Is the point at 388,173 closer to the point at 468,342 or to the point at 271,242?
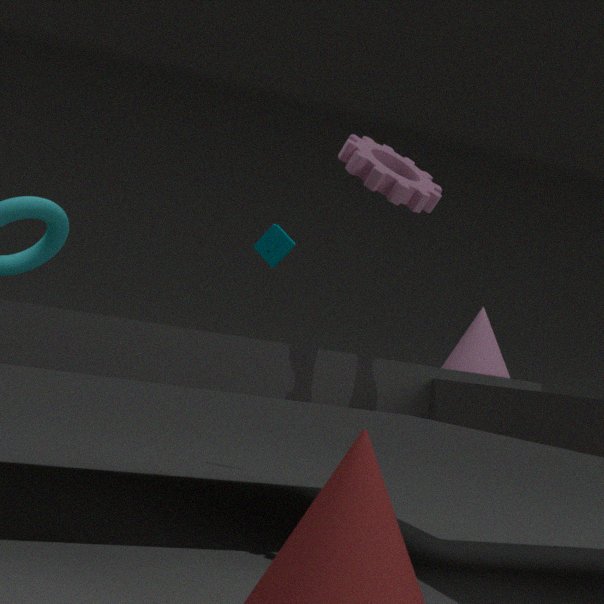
the point at 468,342
